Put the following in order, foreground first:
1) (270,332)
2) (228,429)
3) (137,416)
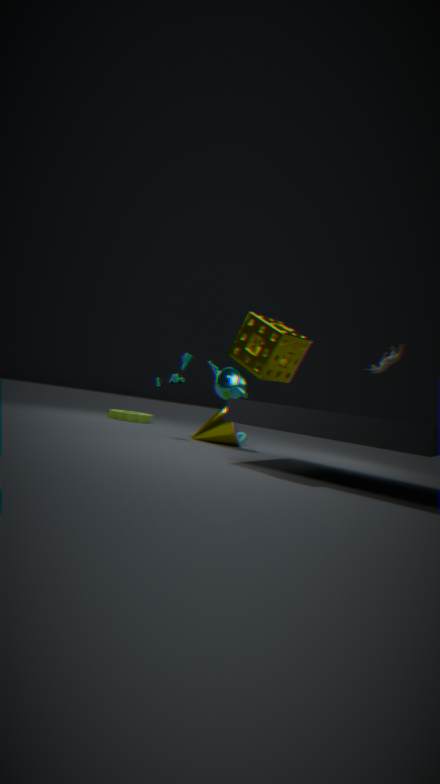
1. (270,332) → 2. (228,429) → 3. (137,416)
